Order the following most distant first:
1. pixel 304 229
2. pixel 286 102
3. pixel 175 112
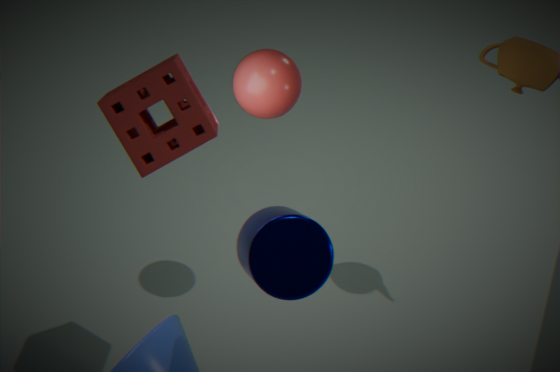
1. pixel 286 102
2. pixel 304 229
3. pixel 175 112
